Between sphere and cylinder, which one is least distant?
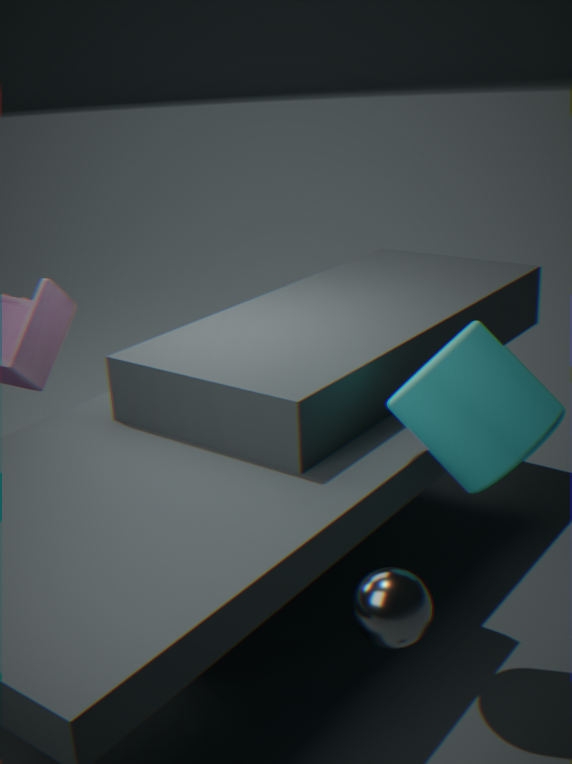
sphere
